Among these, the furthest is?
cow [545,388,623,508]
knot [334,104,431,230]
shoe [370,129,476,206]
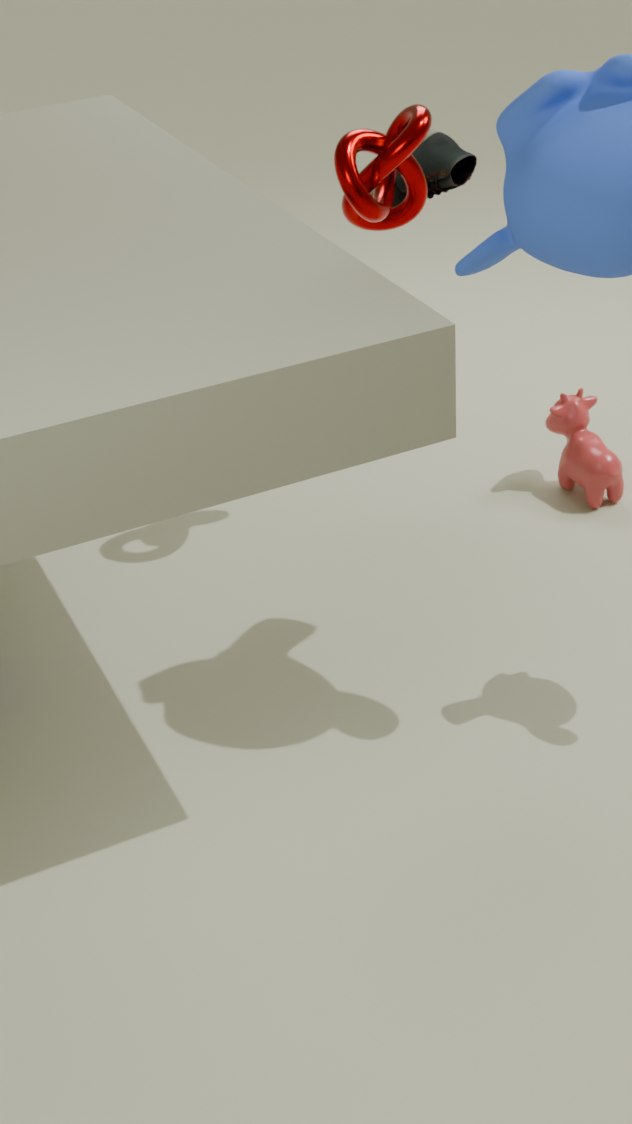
cow [545,388,623,508]
